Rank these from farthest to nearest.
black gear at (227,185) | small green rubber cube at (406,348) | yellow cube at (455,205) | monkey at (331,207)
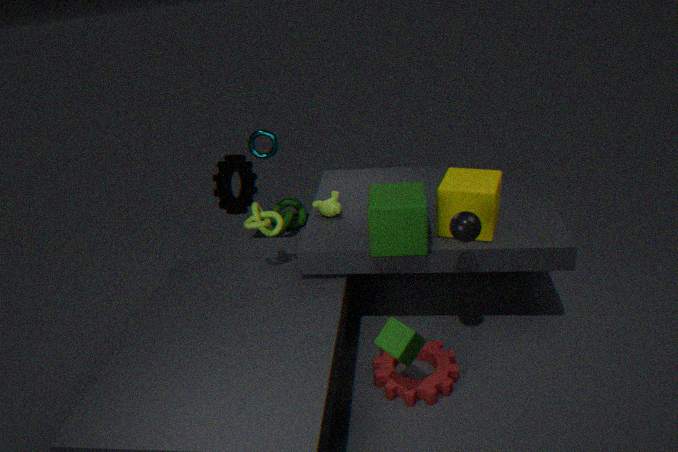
black gear at (227,185) → monkey at (331,207) → yellow cube at (455,205) → small green rubber cube at (406,348)
